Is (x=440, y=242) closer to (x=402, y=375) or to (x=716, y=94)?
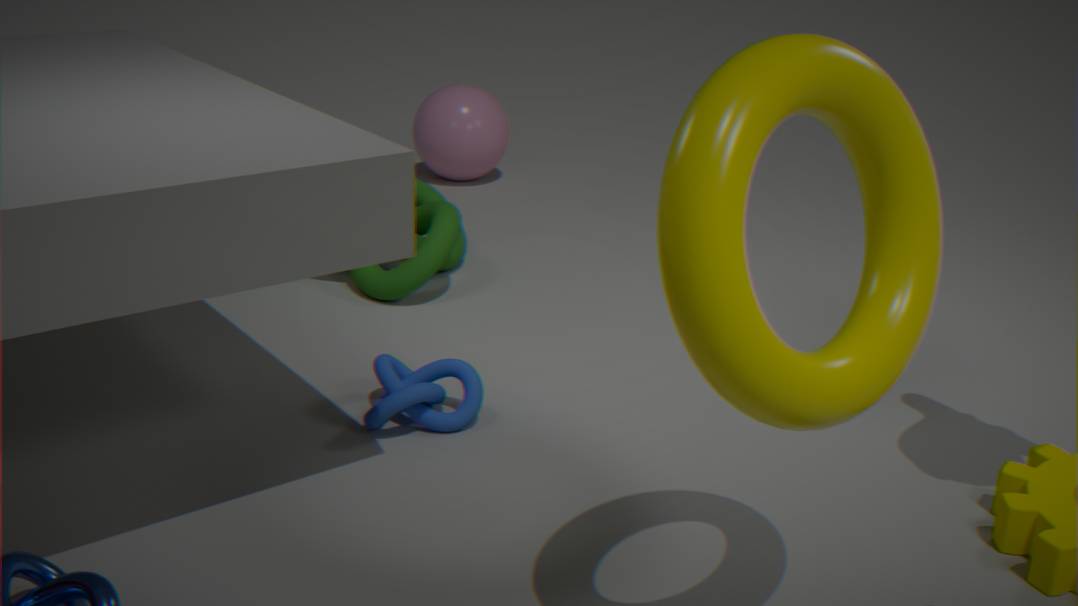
(x=402, y=375)
